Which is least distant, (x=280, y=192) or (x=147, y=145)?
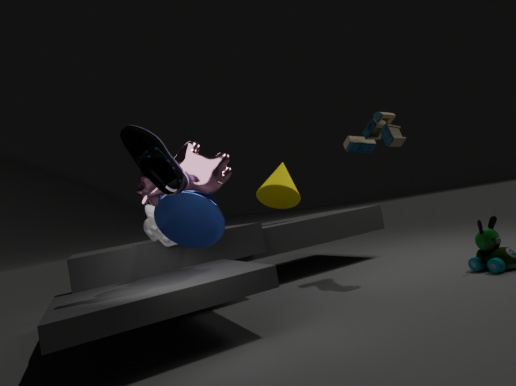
(x=147, y=145)
